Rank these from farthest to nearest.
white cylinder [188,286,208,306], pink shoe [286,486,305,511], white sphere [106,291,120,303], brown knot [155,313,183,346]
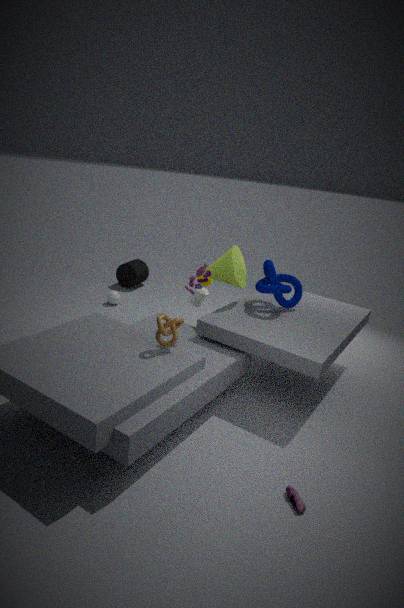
white sphere [106,291,120,303], white cylinder [188,286,208,306], brown knot [155,313,183,346], pink shoe [286,486,305,511]
